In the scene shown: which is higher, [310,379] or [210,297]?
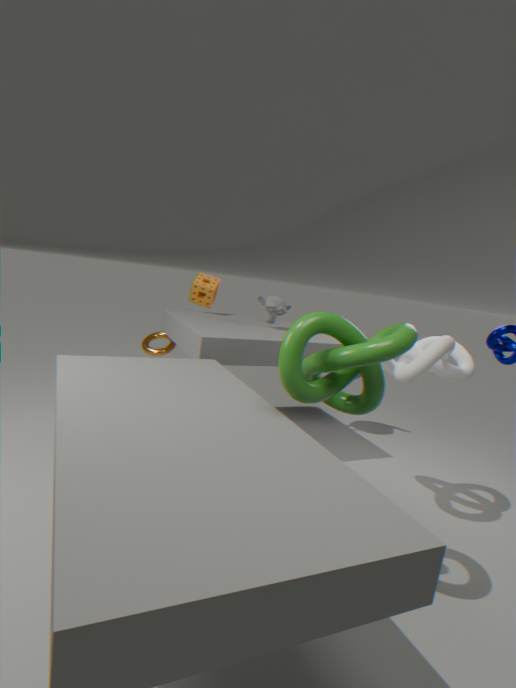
[210,297]
